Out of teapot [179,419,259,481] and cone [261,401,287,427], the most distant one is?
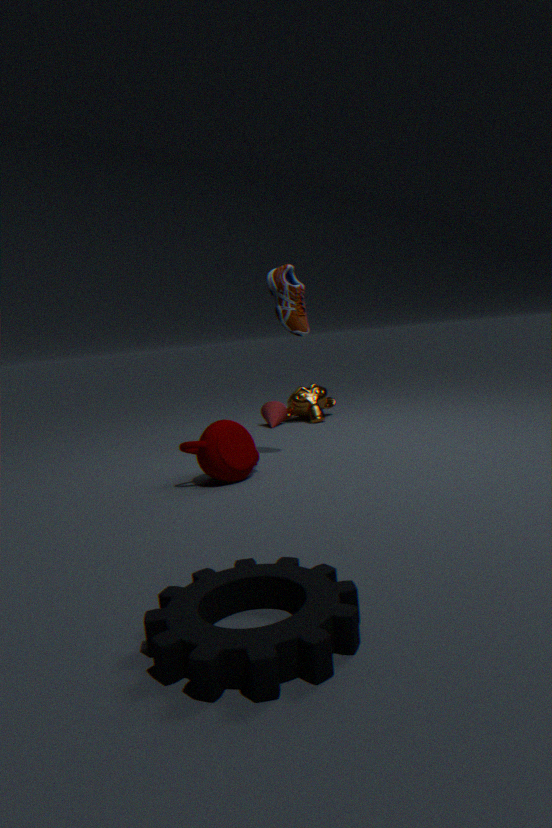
cone [261,401,287,427]
